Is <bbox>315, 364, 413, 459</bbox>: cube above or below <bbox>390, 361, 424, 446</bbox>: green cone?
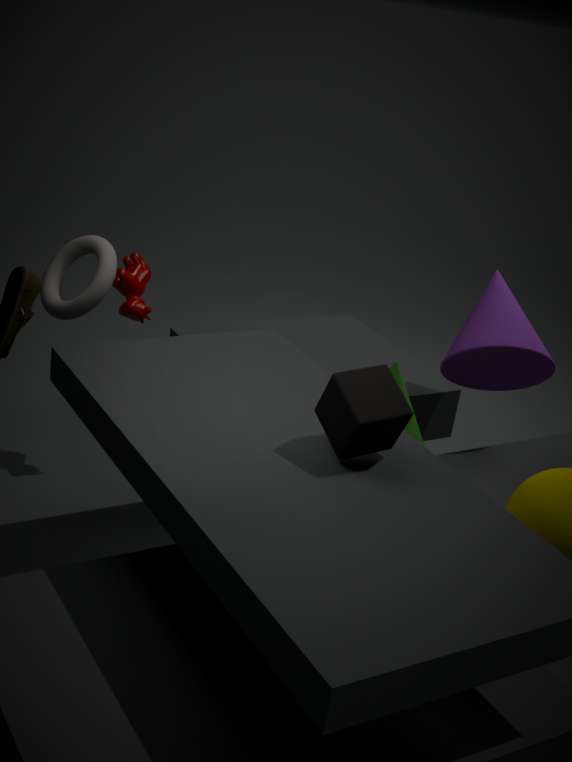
above
